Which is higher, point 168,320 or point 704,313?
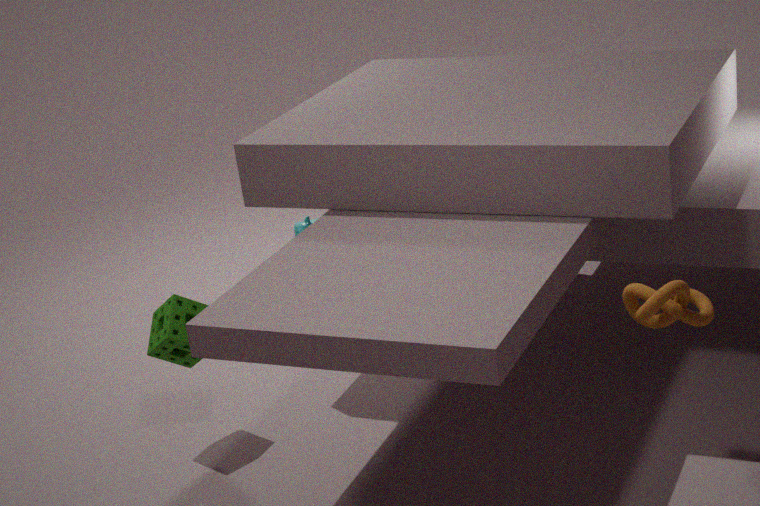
point 704,313
